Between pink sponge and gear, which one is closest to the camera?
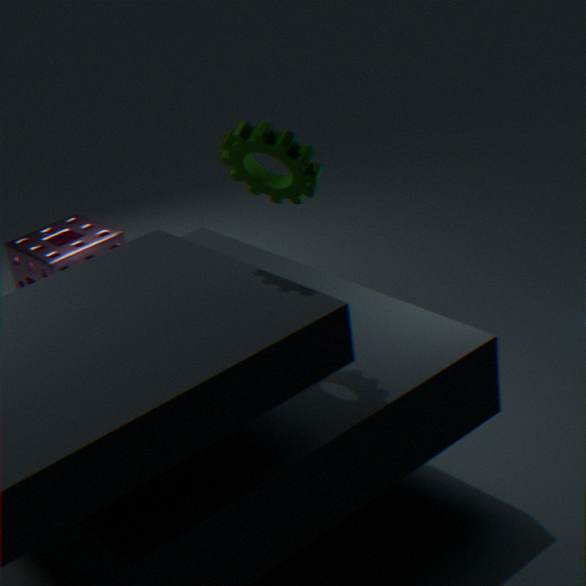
gear
